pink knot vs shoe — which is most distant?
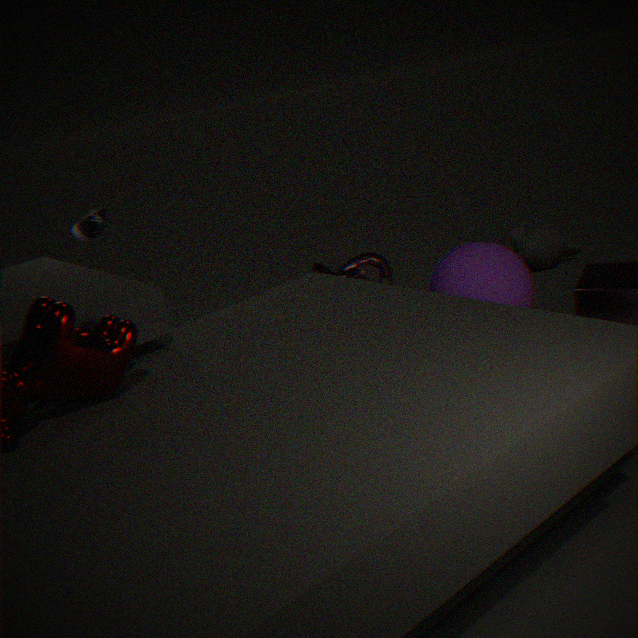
pink knot
